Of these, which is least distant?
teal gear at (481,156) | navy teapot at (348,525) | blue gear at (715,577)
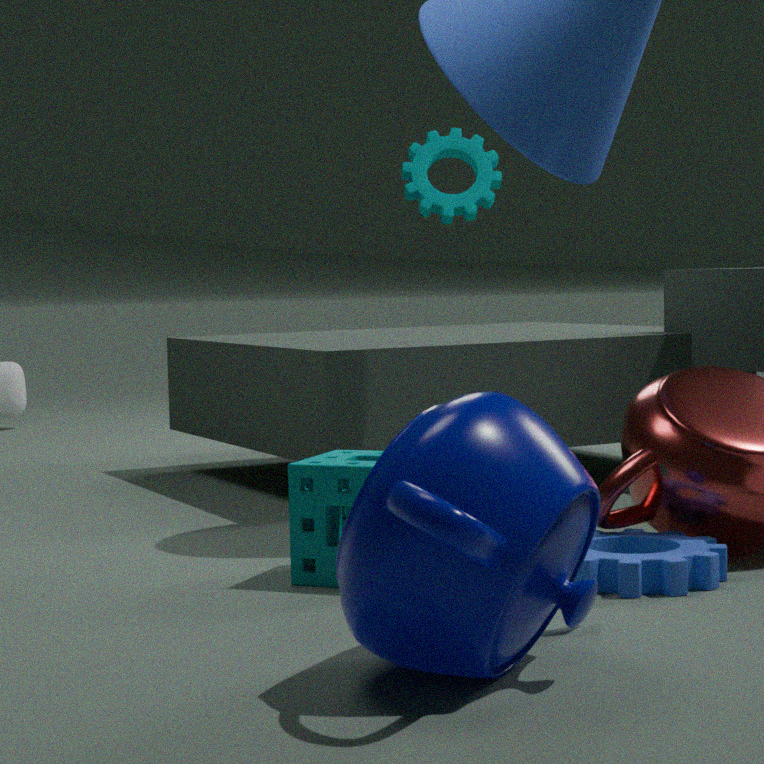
navy teapot at (348,525)
